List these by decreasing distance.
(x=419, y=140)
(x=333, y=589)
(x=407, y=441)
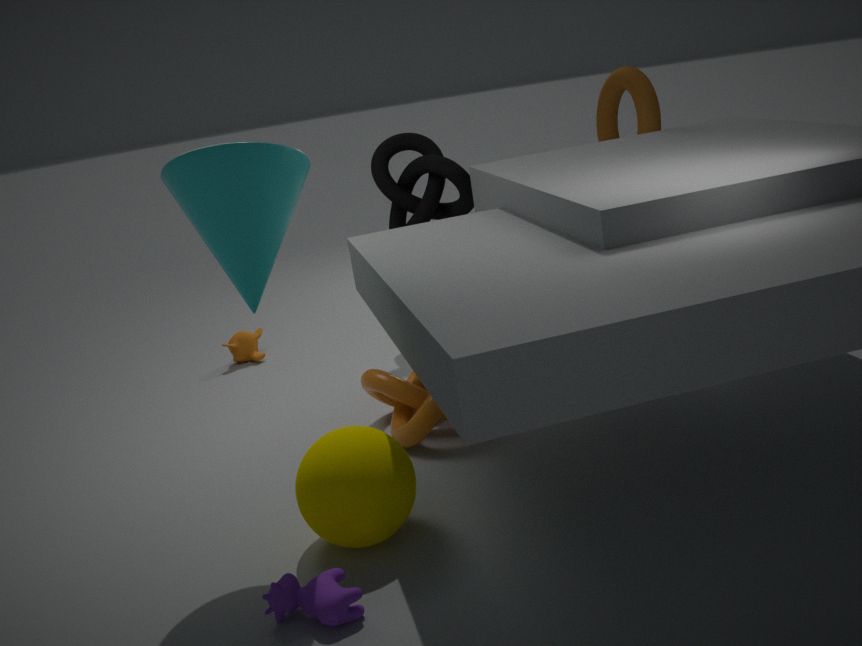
(x=419, y=140) → (x=407, y=441) → (x=333, y=589)
